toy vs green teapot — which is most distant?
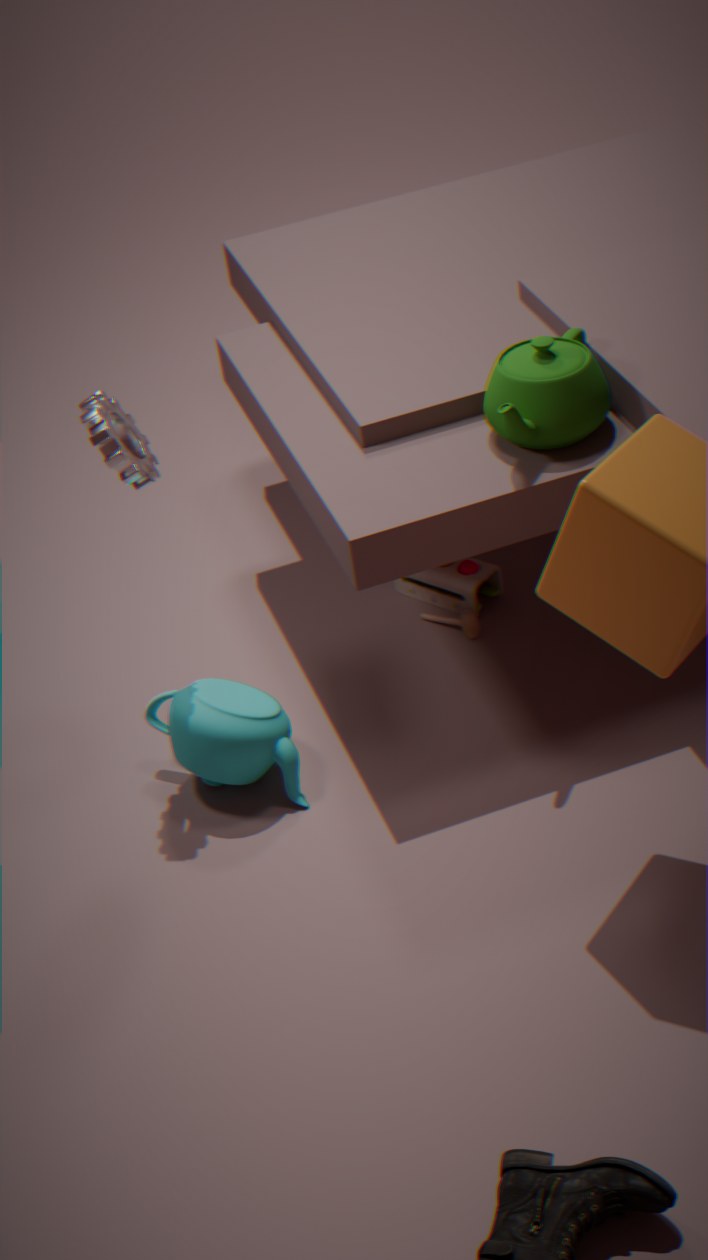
toy
